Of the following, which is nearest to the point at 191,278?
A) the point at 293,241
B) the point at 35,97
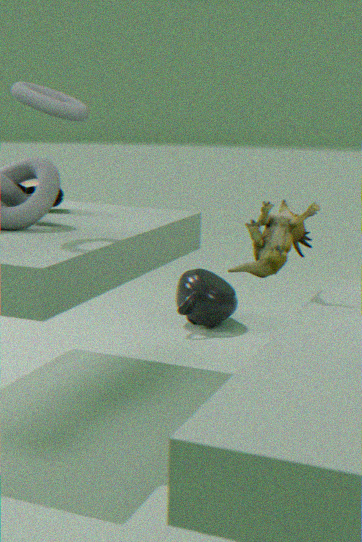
the point at 293,241
